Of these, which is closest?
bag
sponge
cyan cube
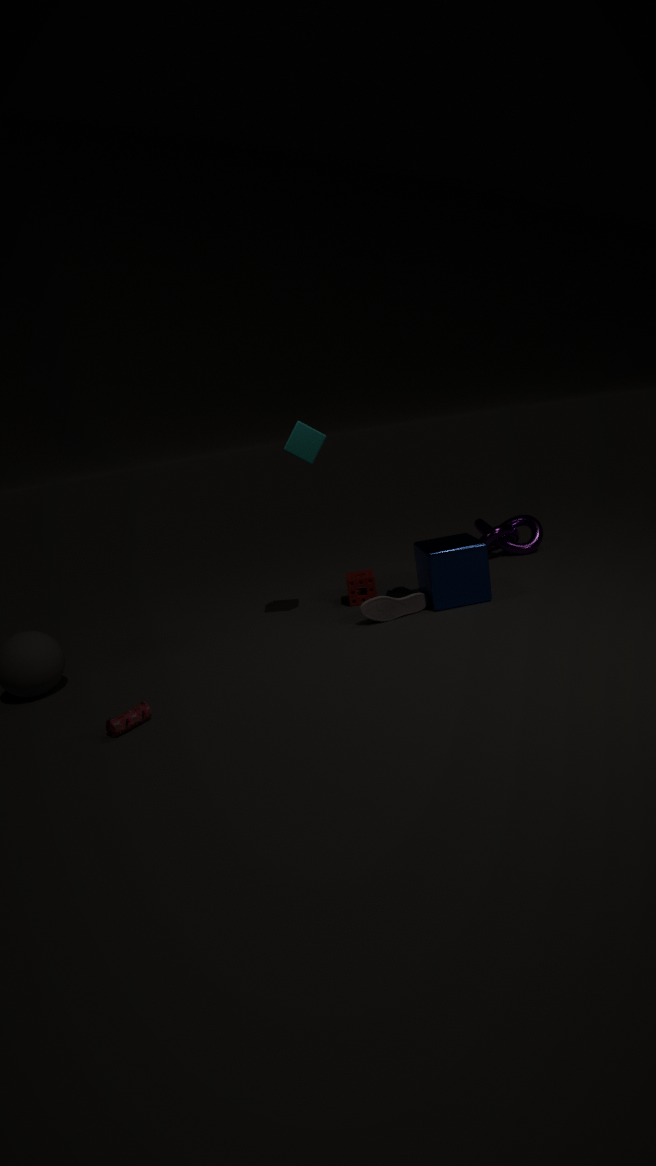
bag
